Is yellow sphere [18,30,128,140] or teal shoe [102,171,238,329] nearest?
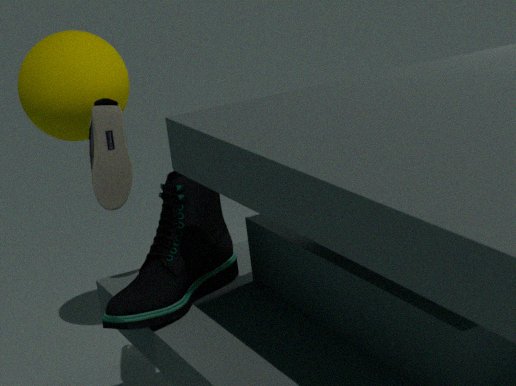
teal shoe [102,171,238,329]
